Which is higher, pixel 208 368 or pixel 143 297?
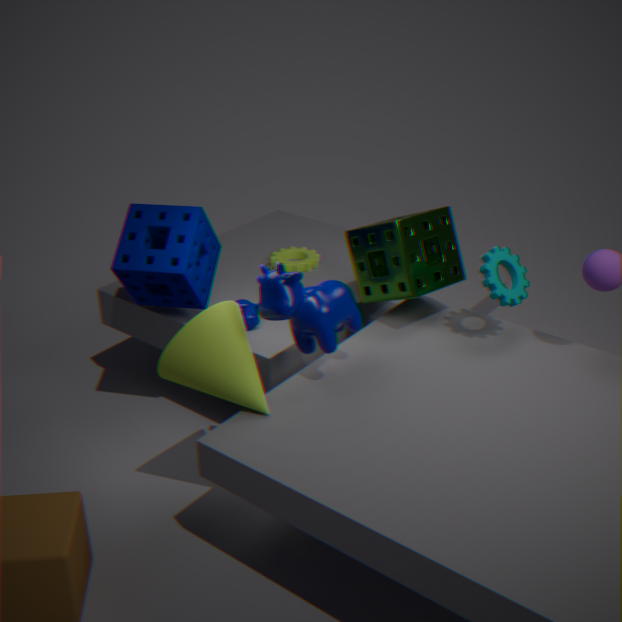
pixel 143 297
